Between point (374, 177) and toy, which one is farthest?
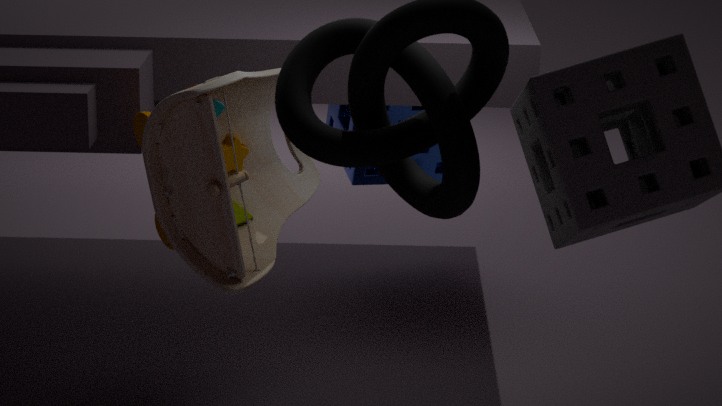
point (374, 177)
